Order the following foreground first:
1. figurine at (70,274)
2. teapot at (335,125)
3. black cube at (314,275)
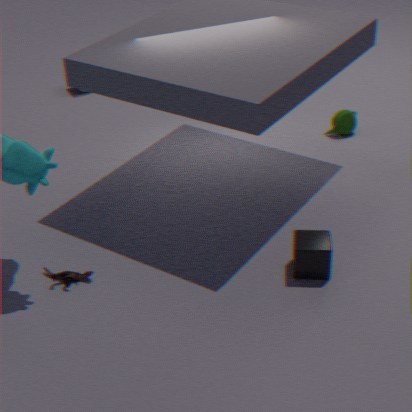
black cube at (314,275) < figurine at (70,274) < teapot at (335,125)
